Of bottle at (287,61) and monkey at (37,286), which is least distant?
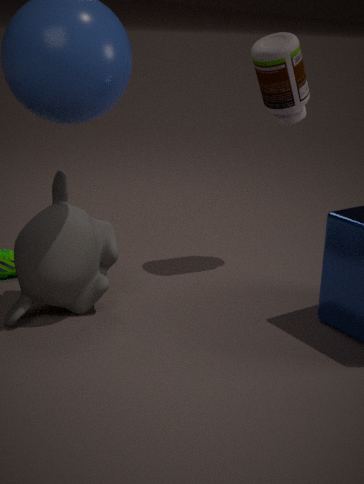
monkey at (37,286)
